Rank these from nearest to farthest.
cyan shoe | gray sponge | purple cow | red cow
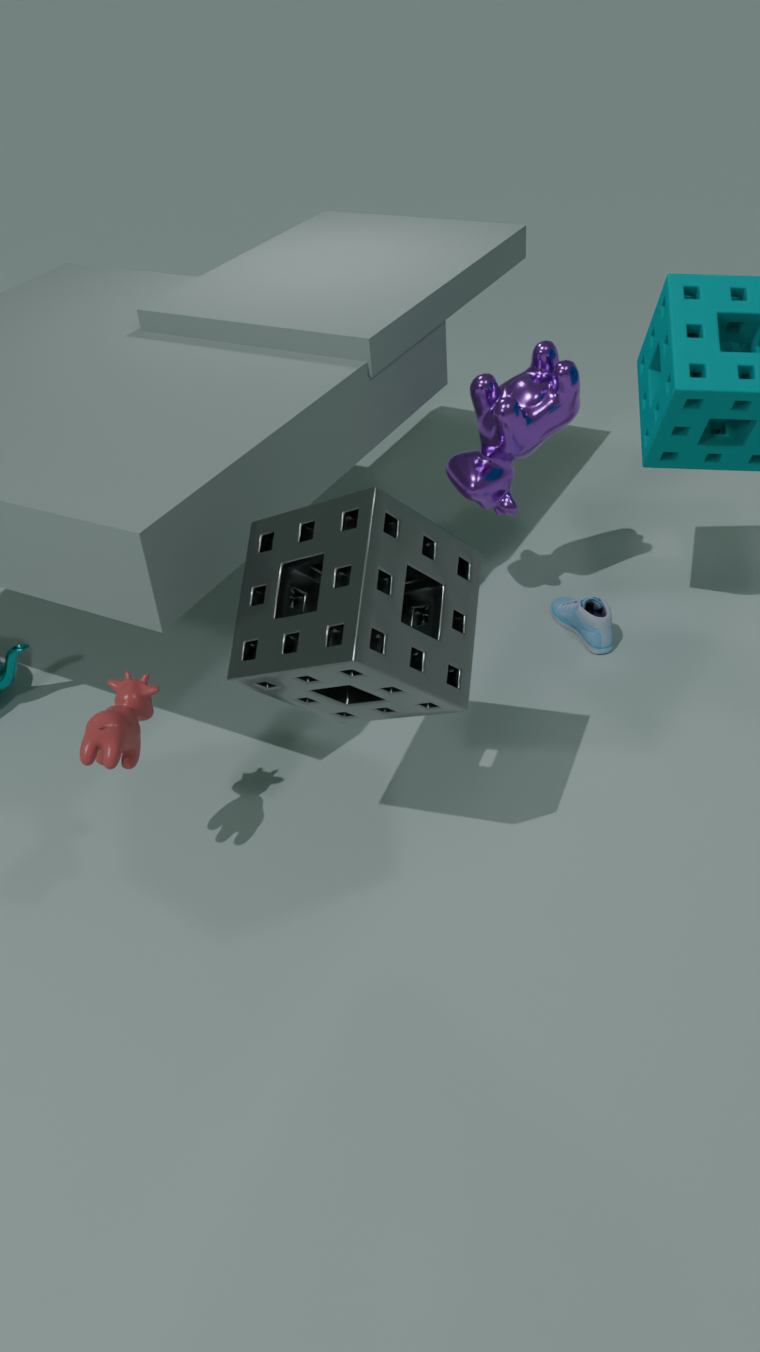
gray sponge, red cow, purple cow, cyan shoe
